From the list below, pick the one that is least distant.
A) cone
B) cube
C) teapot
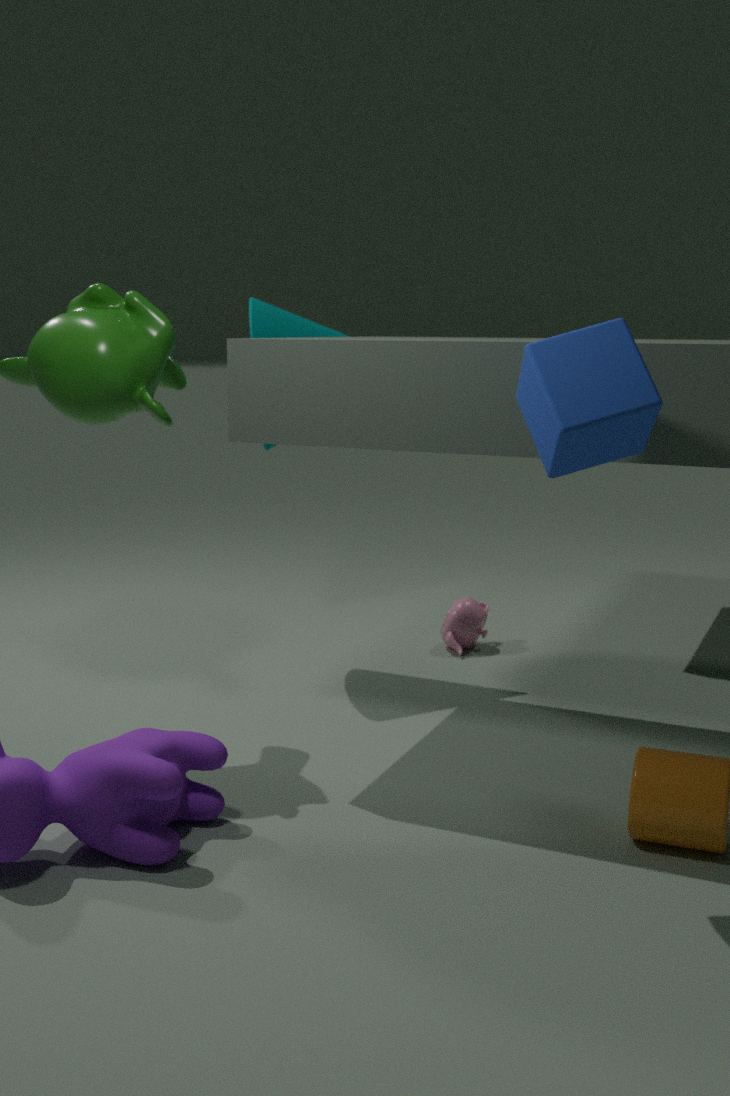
cube
